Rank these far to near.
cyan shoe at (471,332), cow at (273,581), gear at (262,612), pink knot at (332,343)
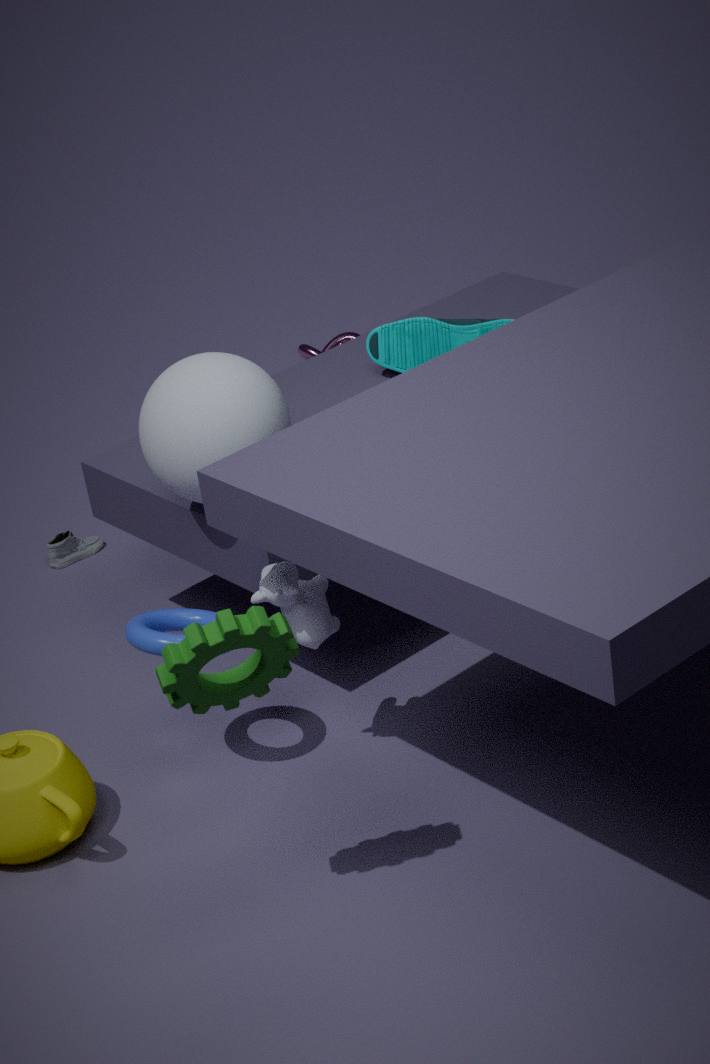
pink knot at (332,343) < cyan shoe at (471,332) < cow at (273,581) < gear at (262,612)
